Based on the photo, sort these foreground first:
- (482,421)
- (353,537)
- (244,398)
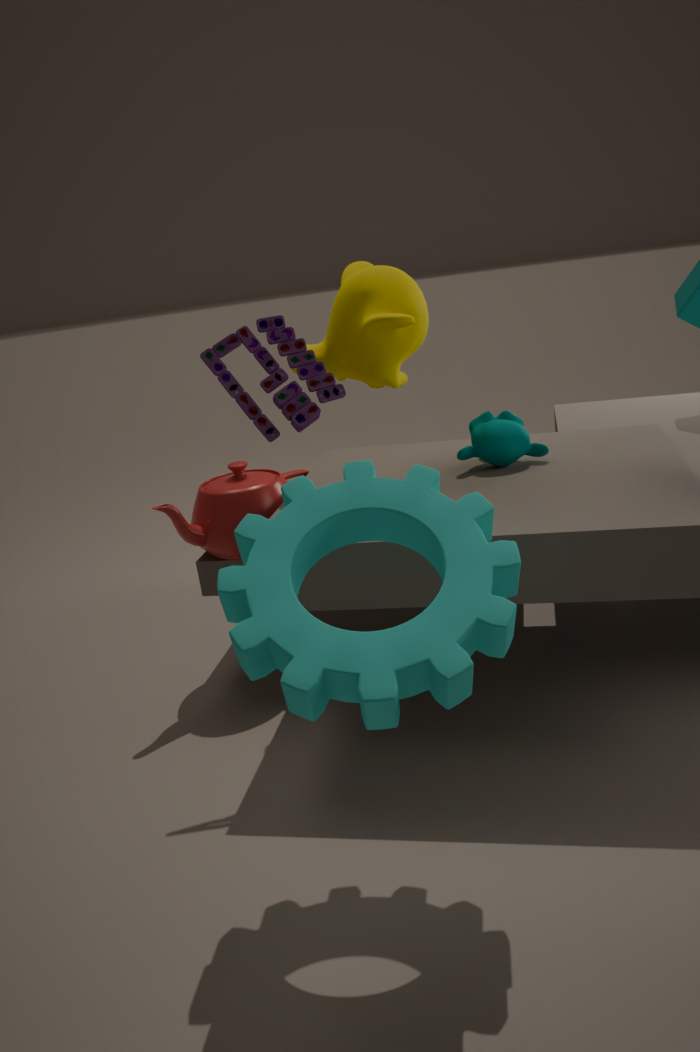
1. (353,537)
2. (244,398)
3. (482,421)
